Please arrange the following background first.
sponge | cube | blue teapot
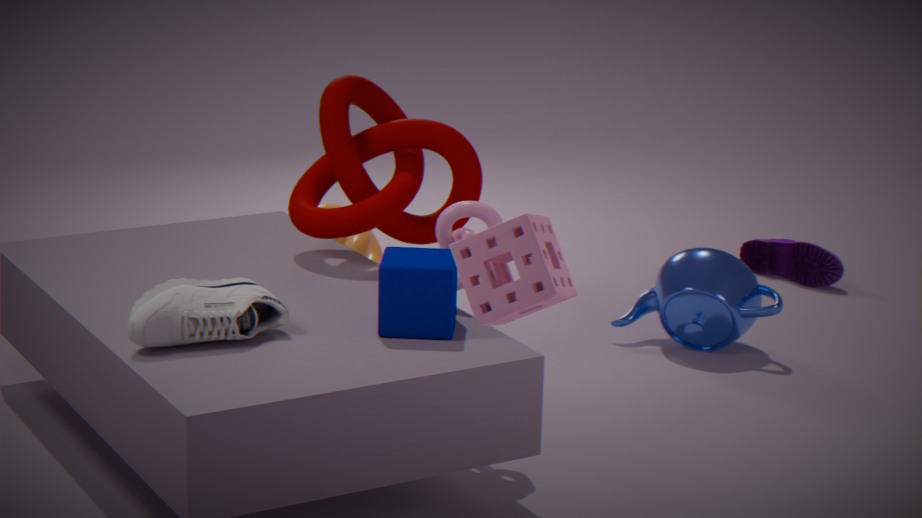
blue teapot, cube, sponge
